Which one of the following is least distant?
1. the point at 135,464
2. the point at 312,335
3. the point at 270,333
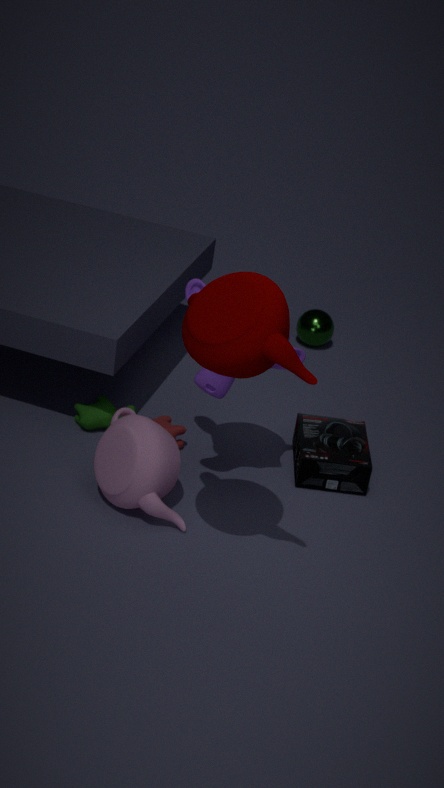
the point at 270,333
